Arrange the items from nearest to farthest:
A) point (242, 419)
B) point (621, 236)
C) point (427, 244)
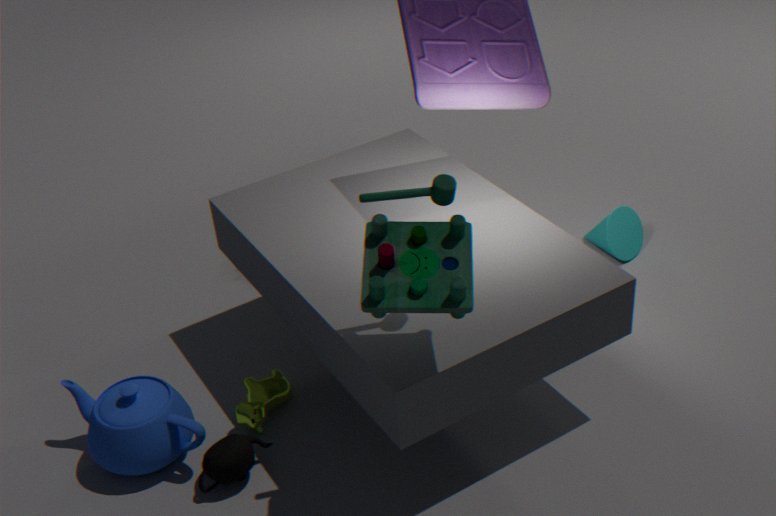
point (427, 244) → point (242, 419) → point (621, 236)
